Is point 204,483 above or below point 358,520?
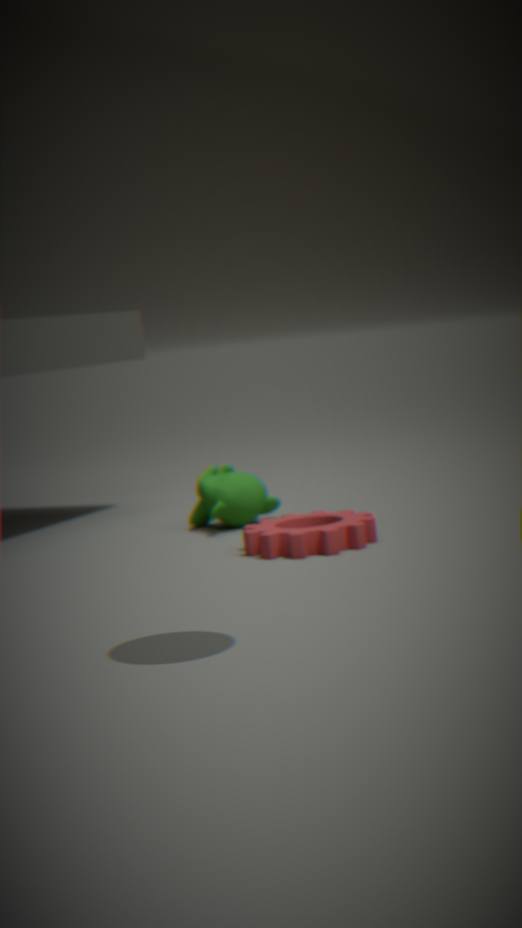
above
